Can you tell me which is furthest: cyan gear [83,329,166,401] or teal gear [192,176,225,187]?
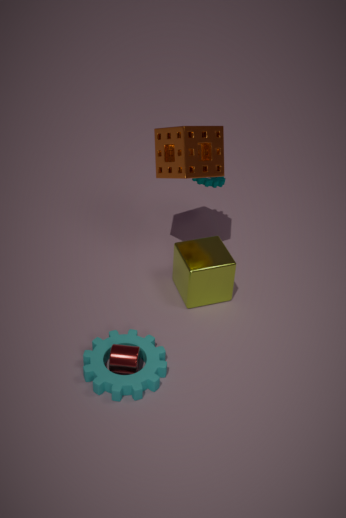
teal gear [192,176,225,187]
